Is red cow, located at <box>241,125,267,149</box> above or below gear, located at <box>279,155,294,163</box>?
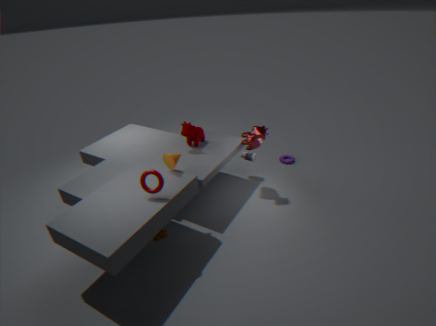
above
